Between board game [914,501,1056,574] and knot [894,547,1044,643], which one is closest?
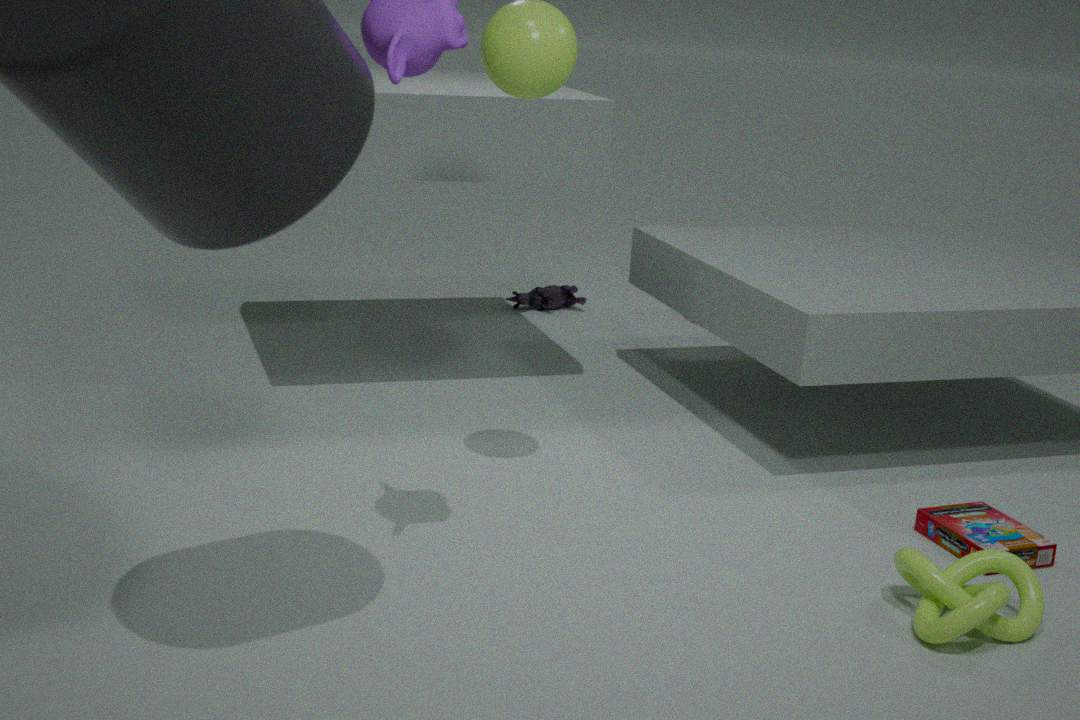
knot [894,547,1044,643]
